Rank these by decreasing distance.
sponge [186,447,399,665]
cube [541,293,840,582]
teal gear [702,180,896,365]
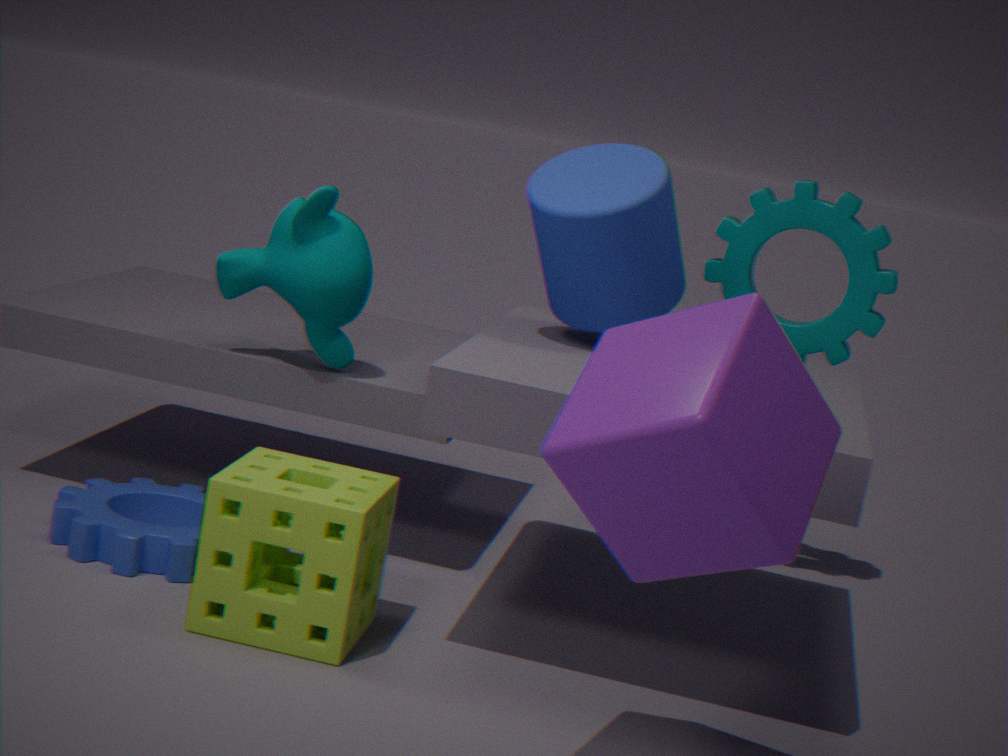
teal gear [702,180,896,365], sponge [186,447,399,665], cube [541,293,840,582]
